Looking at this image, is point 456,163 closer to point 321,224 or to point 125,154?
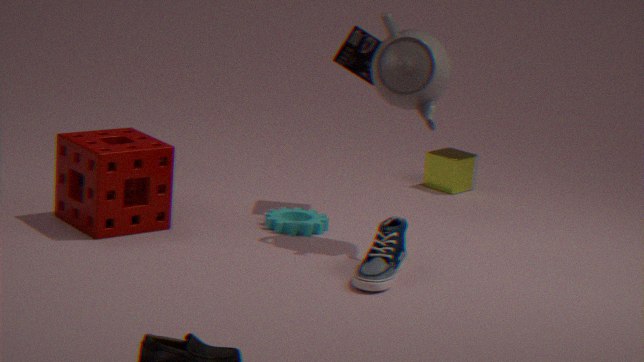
point 321,224
